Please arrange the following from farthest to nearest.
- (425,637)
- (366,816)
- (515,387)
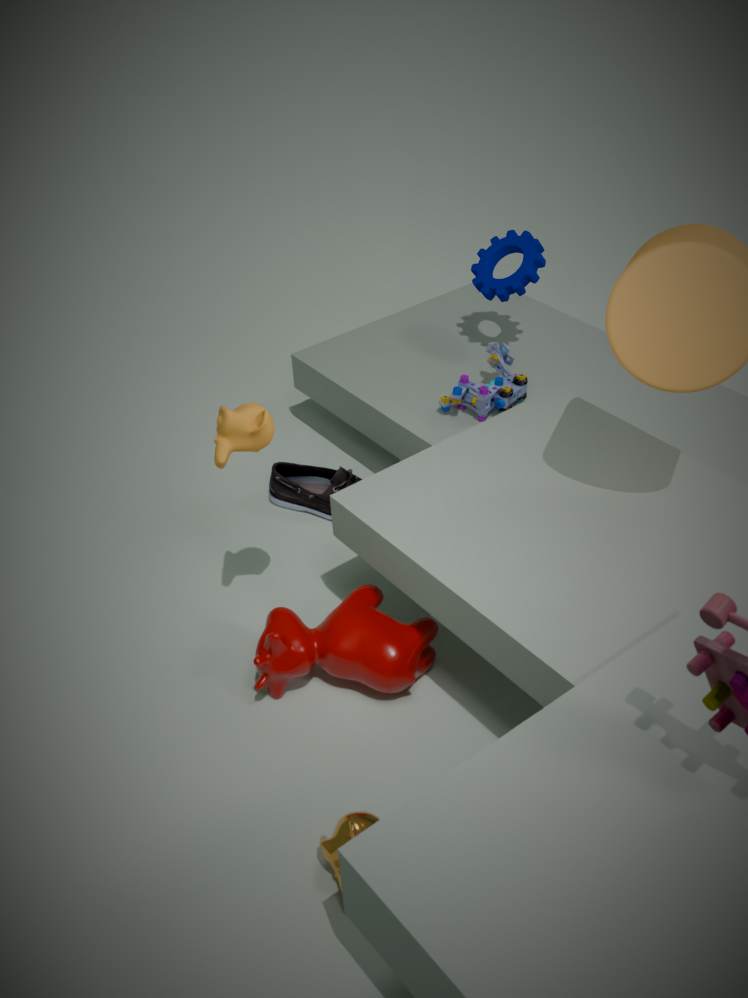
1. (515,387)
2. (425,637)
3. (366,816)
